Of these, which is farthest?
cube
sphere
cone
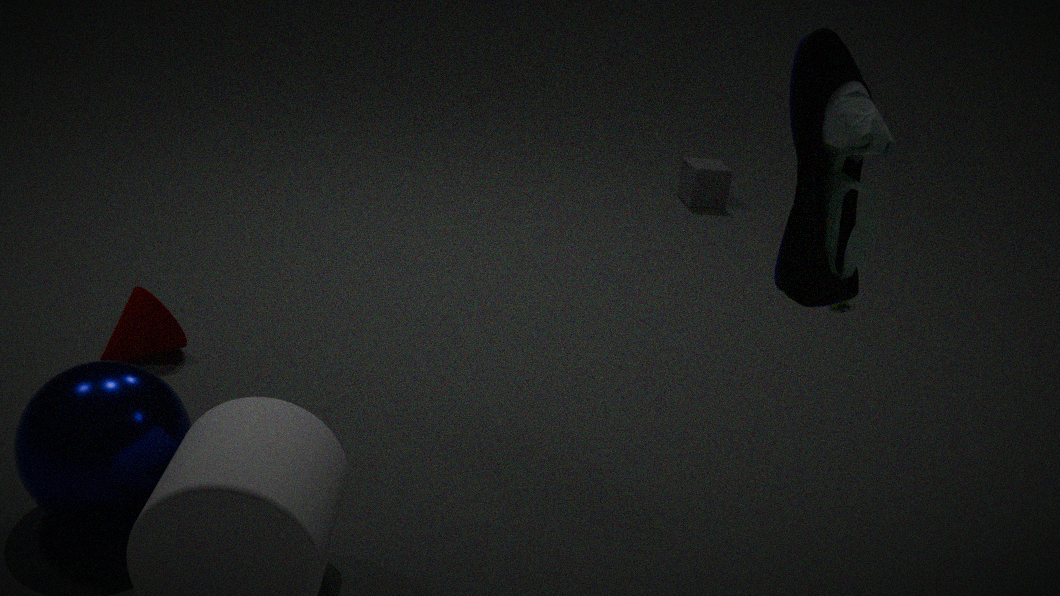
cube
